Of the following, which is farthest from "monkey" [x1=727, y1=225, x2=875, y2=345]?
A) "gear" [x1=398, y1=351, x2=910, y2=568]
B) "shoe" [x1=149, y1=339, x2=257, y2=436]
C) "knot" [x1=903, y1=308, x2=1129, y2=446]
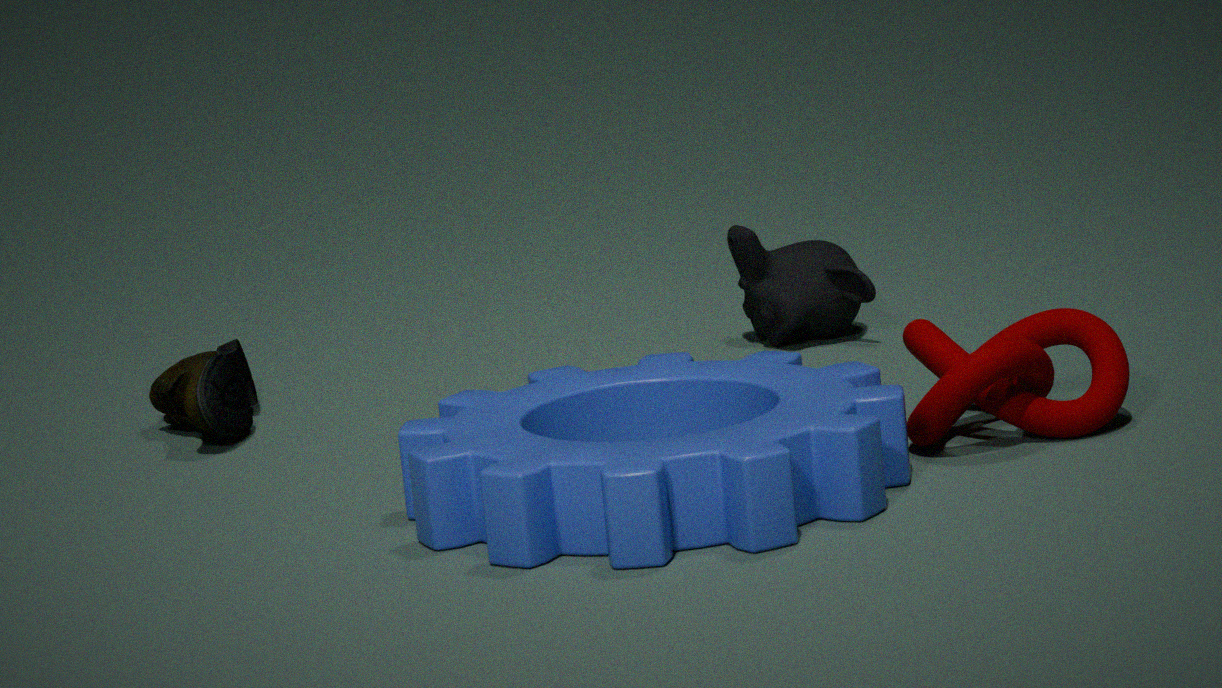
"shoe" [x1=149, y1=339, x2=257, y2=436]
